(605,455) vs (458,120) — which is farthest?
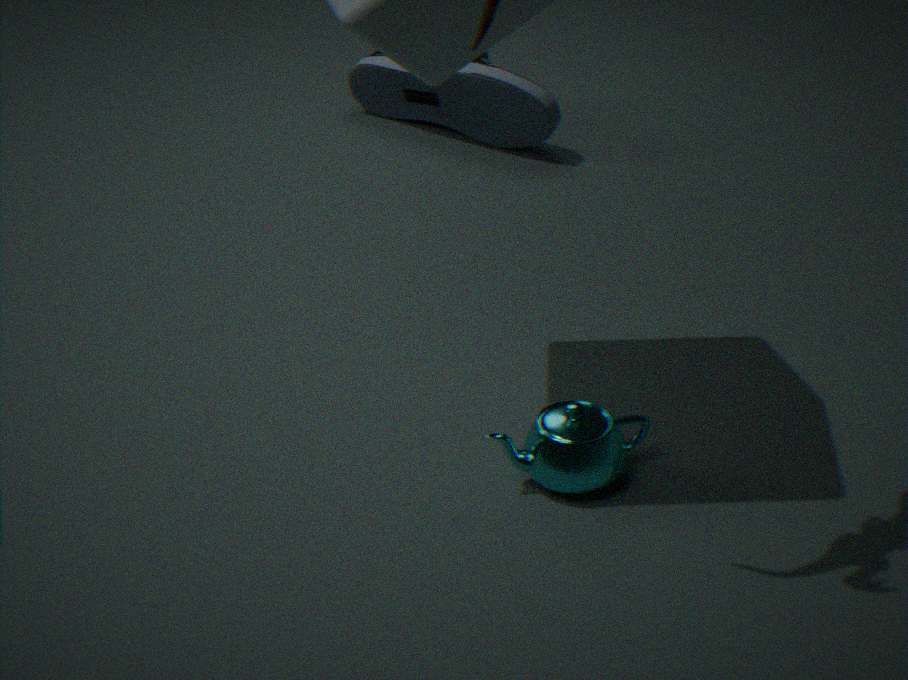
(458,120)
